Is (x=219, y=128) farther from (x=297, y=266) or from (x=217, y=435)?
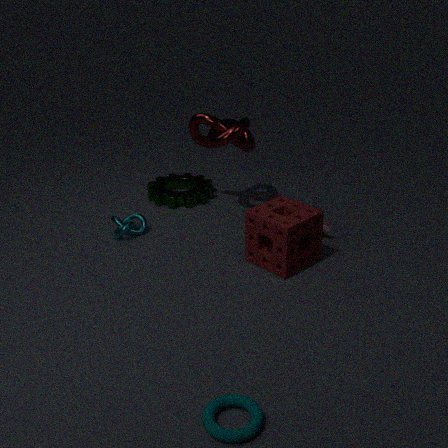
(x=217, y=435)
